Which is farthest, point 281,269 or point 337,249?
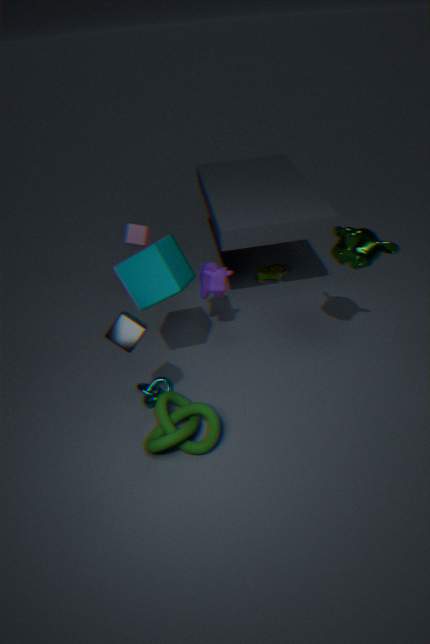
point 281,269
